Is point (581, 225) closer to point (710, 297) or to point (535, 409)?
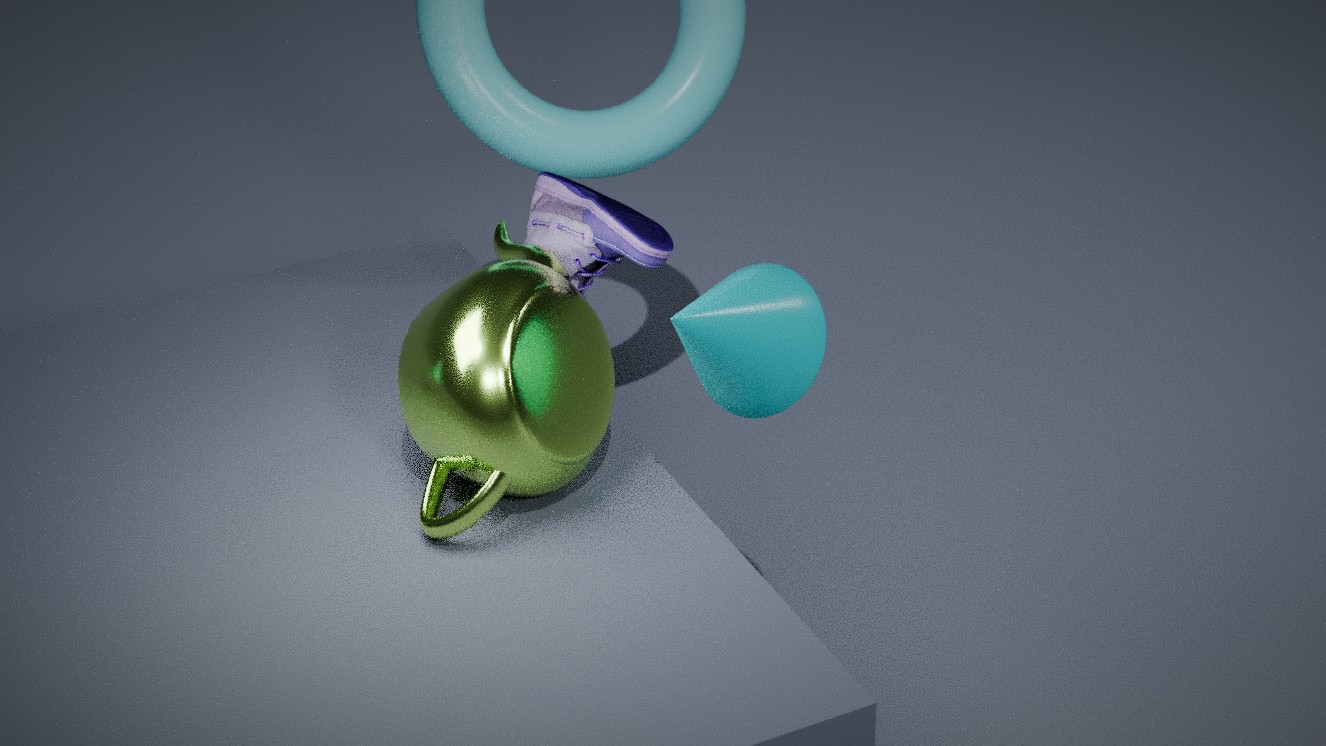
point (535, 409)
